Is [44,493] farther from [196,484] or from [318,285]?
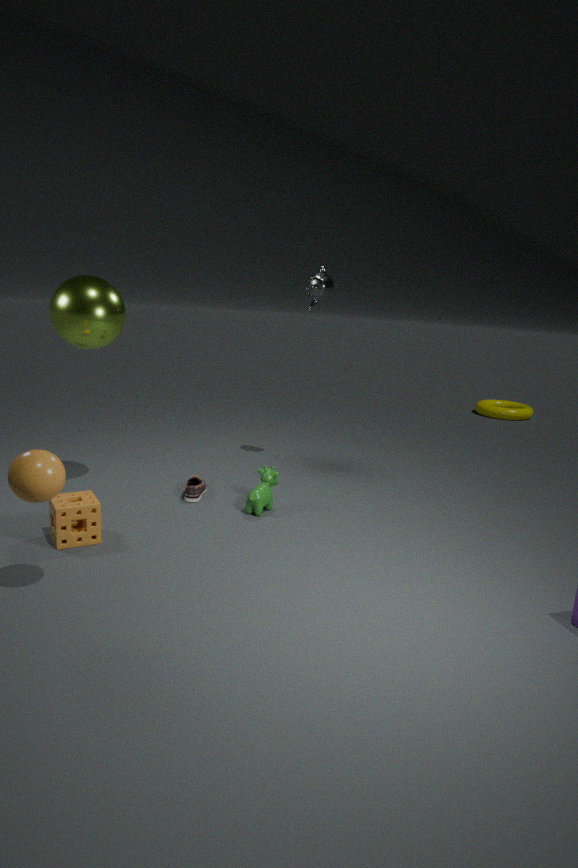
[318,285]
